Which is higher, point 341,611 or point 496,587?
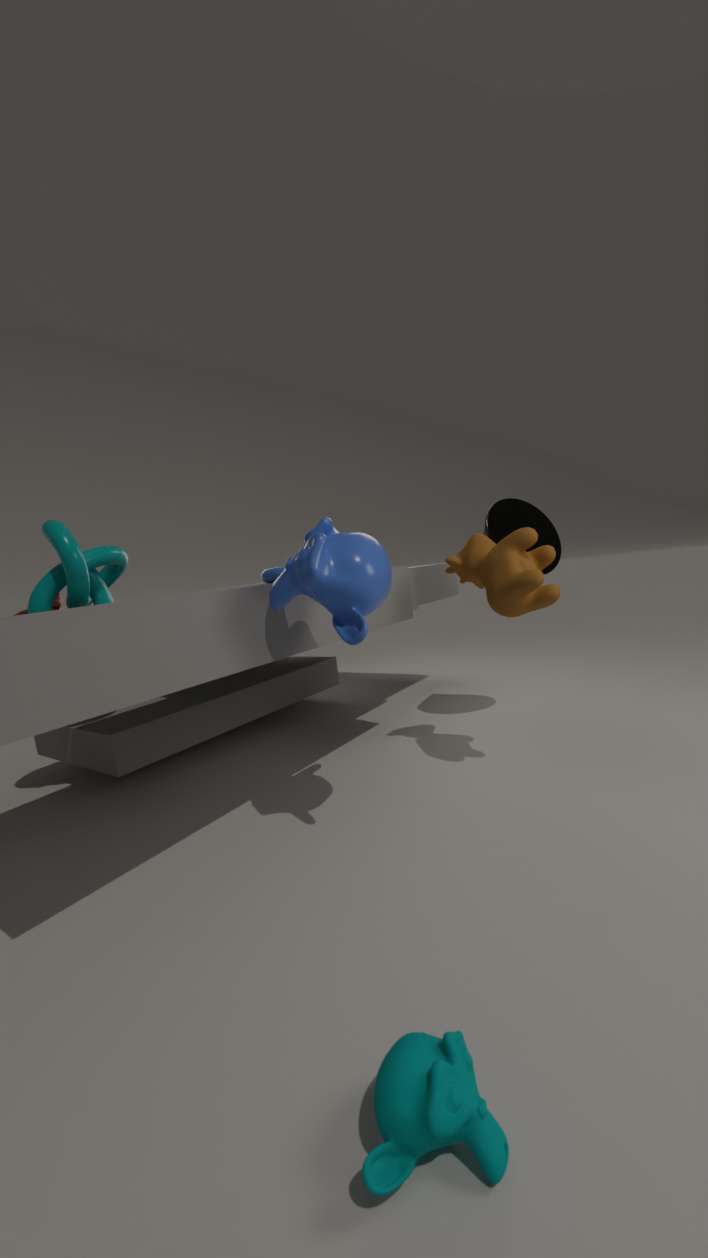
point 341,611
